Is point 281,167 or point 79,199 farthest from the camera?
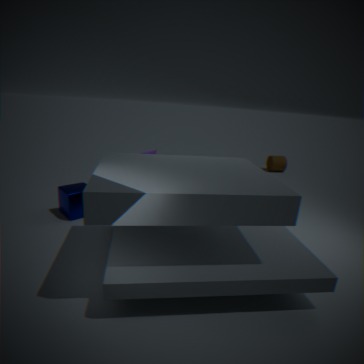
point 281,167
